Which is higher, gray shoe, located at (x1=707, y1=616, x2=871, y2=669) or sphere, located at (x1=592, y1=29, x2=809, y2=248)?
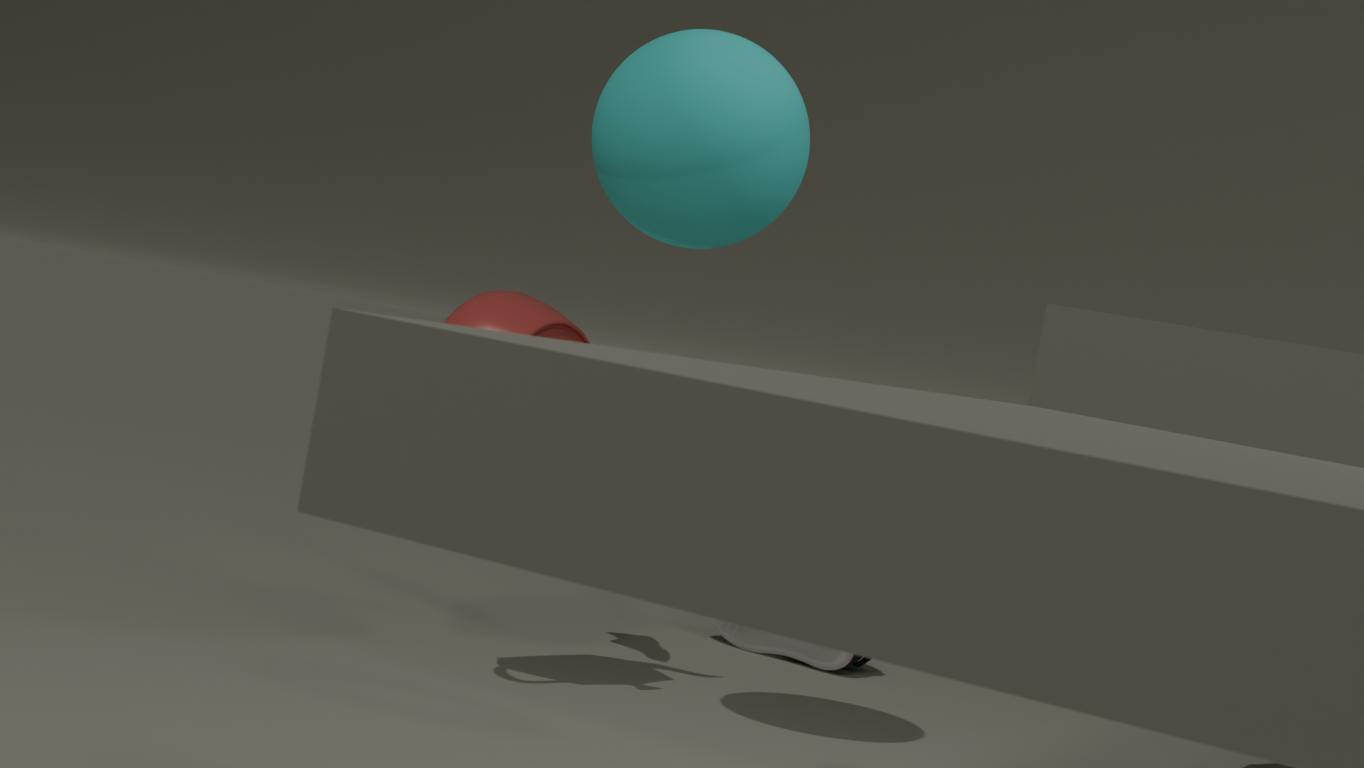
sphere, located at (x1=592, y1=29, x2=809, y2=248)
